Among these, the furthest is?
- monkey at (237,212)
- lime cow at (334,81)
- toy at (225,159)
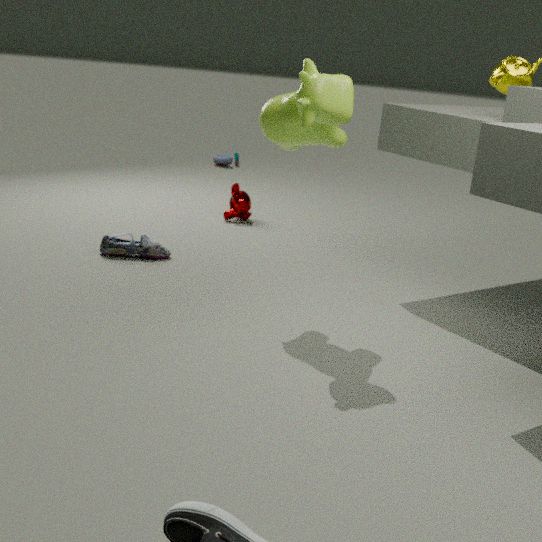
toy at (225,159)
